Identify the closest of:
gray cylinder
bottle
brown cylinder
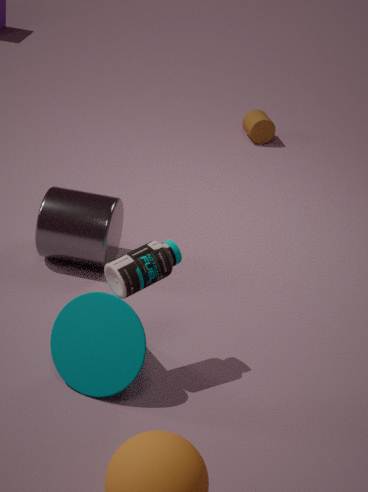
bottle
